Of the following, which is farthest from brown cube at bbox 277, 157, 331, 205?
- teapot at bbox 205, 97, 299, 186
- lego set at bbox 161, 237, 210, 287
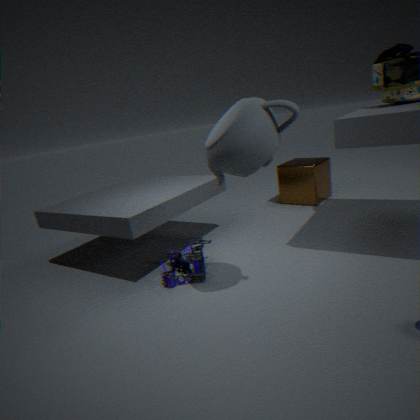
teapot at bbox 205, 97, 299, 186
